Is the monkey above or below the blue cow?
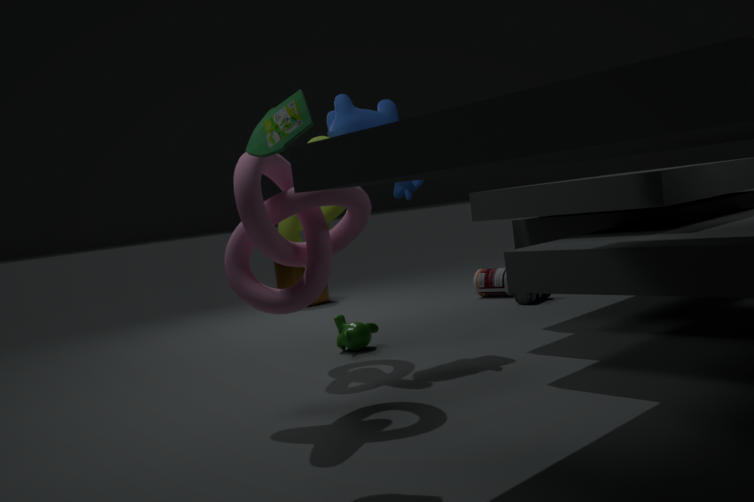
below
